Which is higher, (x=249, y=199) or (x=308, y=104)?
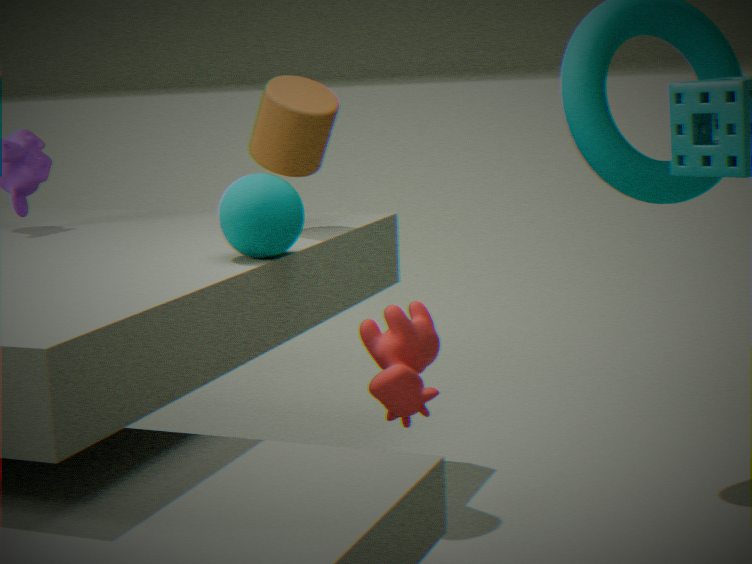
(x=308, y=104)
